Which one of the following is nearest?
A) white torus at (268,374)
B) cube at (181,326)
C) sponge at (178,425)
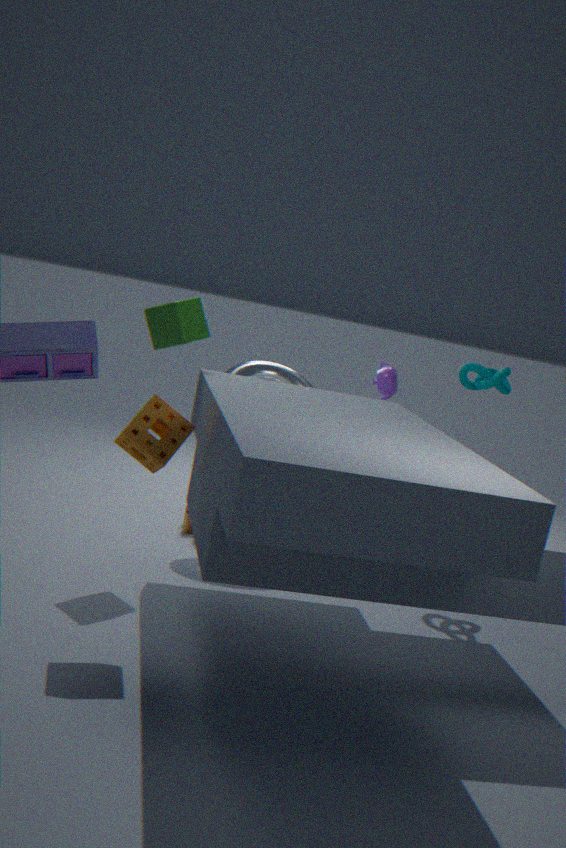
sponge at (178,425)
